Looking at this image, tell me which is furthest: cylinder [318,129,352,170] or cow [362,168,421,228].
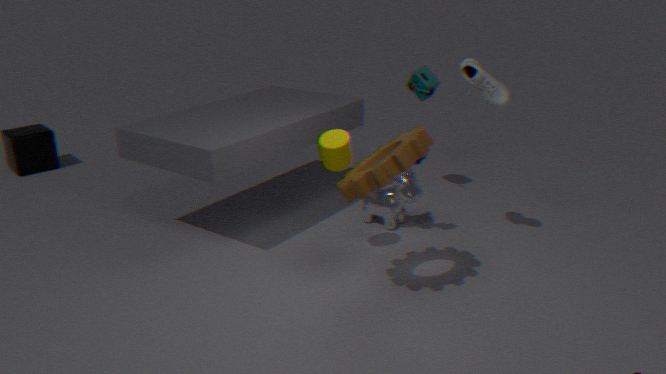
cow [362,168,421,228]
